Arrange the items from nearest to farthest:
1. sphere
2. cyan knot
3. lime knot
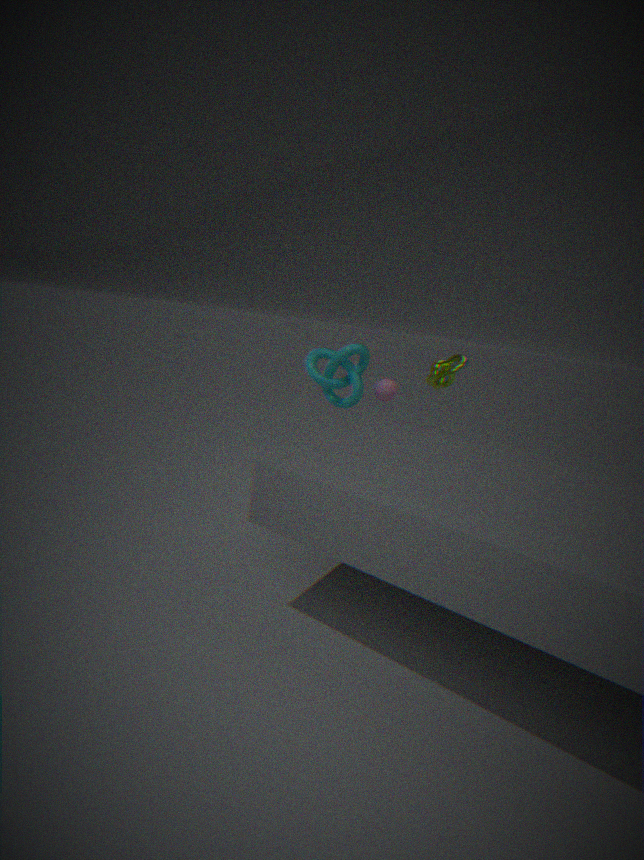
1. lime knot
2. sphere
3. cyan knot
